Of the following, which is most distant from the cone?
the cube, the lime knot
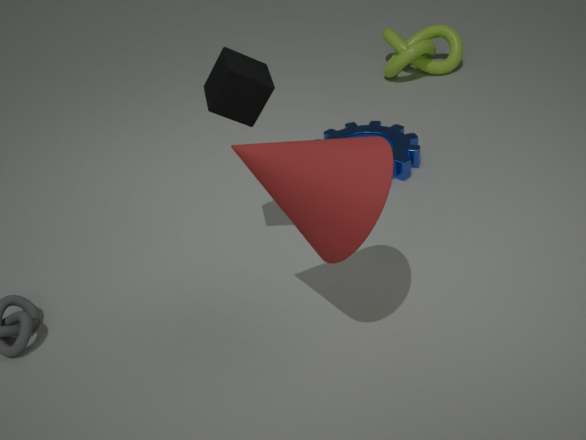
the lime knot
